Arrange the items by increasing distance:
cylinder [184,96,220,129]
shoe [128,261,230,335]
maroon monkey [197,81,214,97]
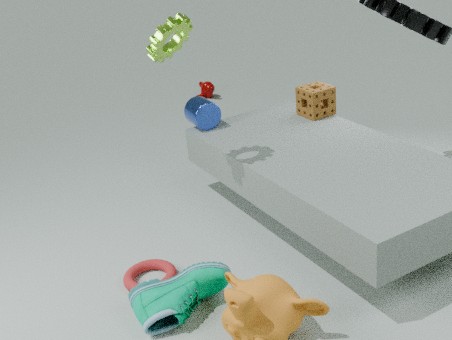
shoe [128,261,230,335]
cylinder [184,96,220,129]
maroon monkey [197,81,214,97]
